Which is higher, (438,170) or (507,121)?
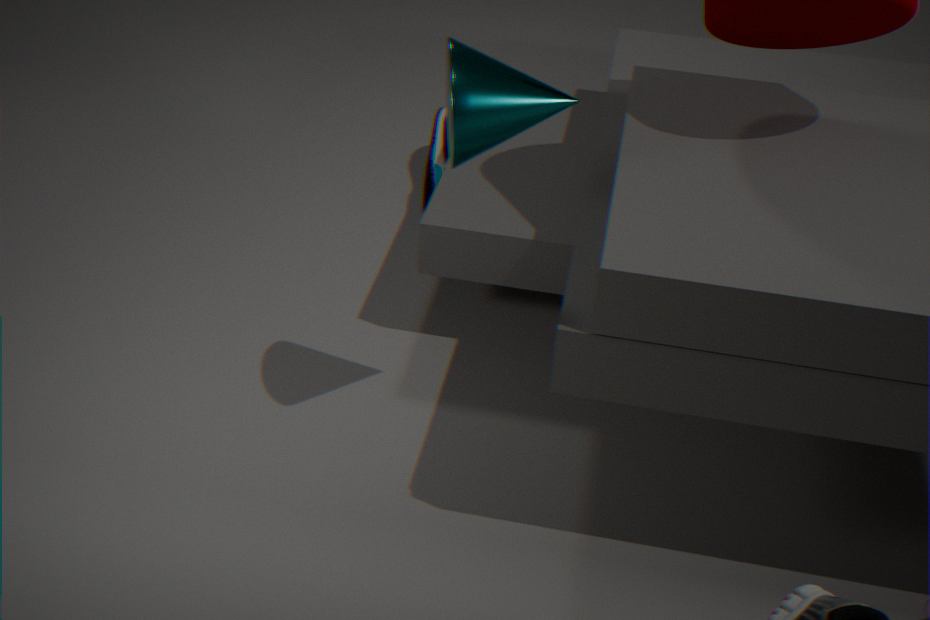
(507,121)
